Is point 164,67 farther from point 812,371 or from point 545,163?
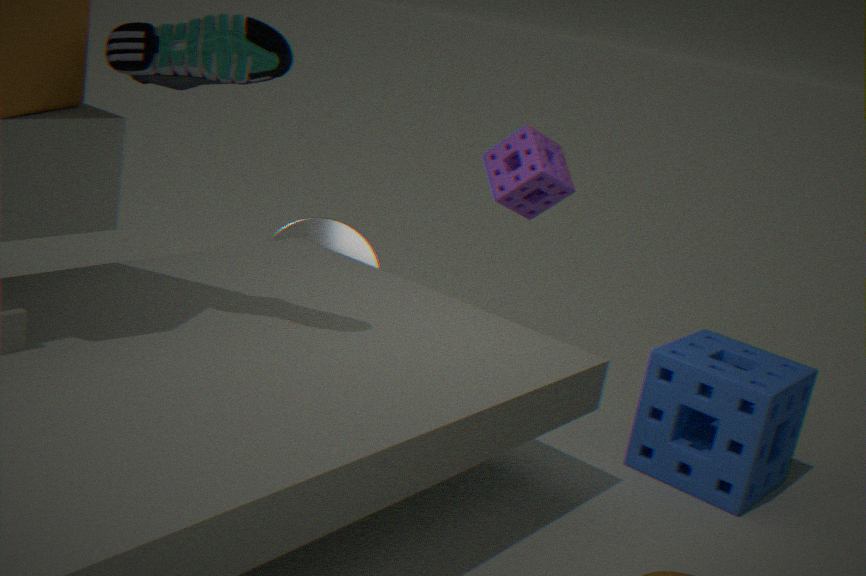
point 812,371
